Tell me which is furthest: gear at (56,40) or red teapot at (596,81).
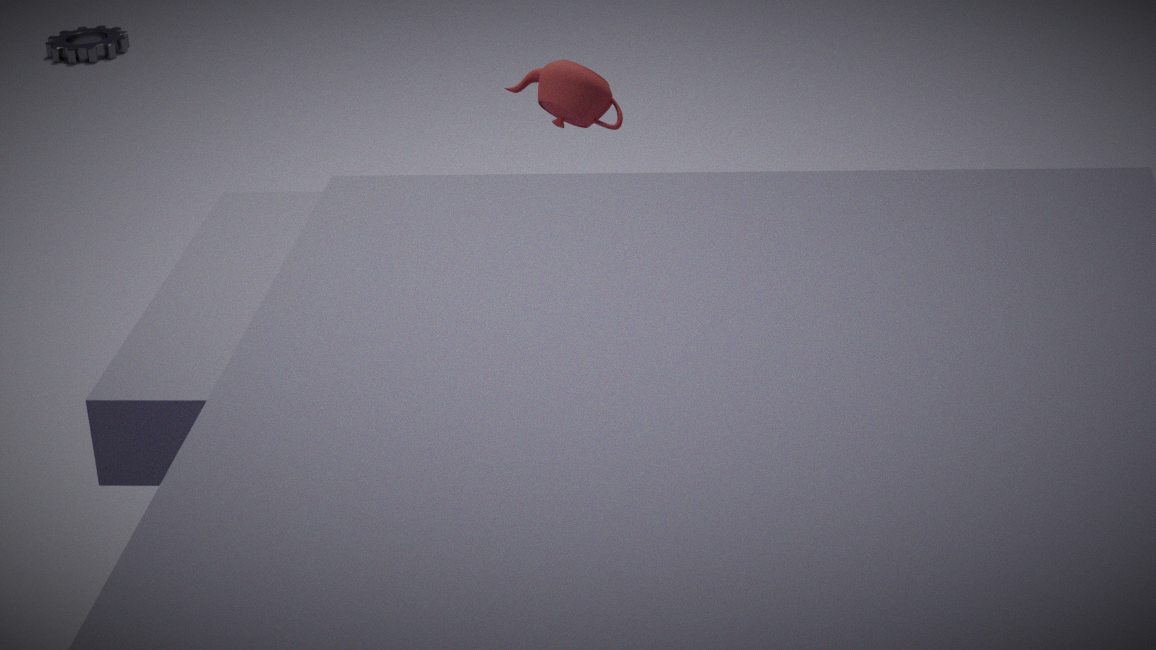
gear at (56,40)
